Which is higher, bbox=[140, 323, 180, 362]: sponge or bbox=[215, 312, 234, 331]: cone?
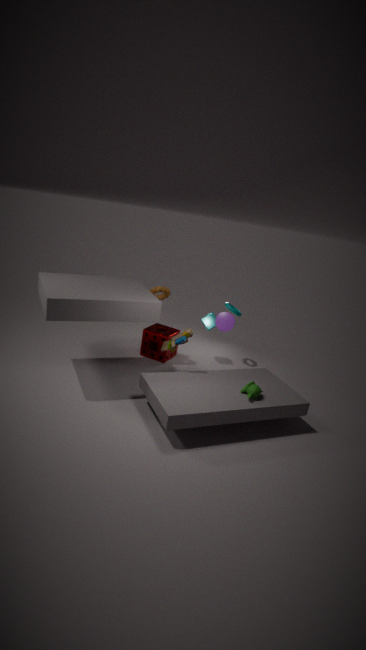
bbox=[215, 312, 234, 331]: cone
